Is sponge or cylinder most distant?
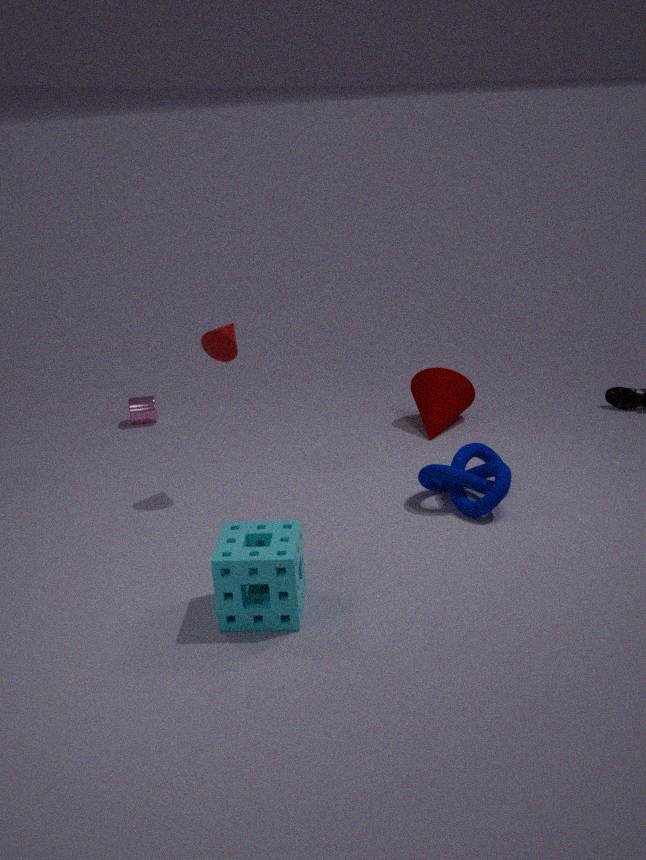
cylinder
